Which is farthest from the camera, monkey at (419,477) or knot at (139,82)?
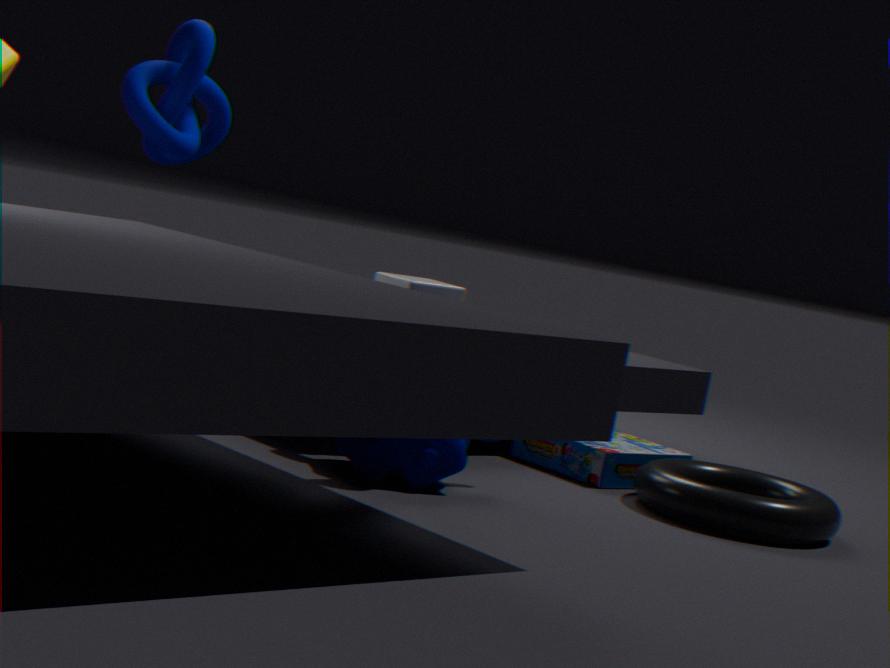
knot at (139,82)
